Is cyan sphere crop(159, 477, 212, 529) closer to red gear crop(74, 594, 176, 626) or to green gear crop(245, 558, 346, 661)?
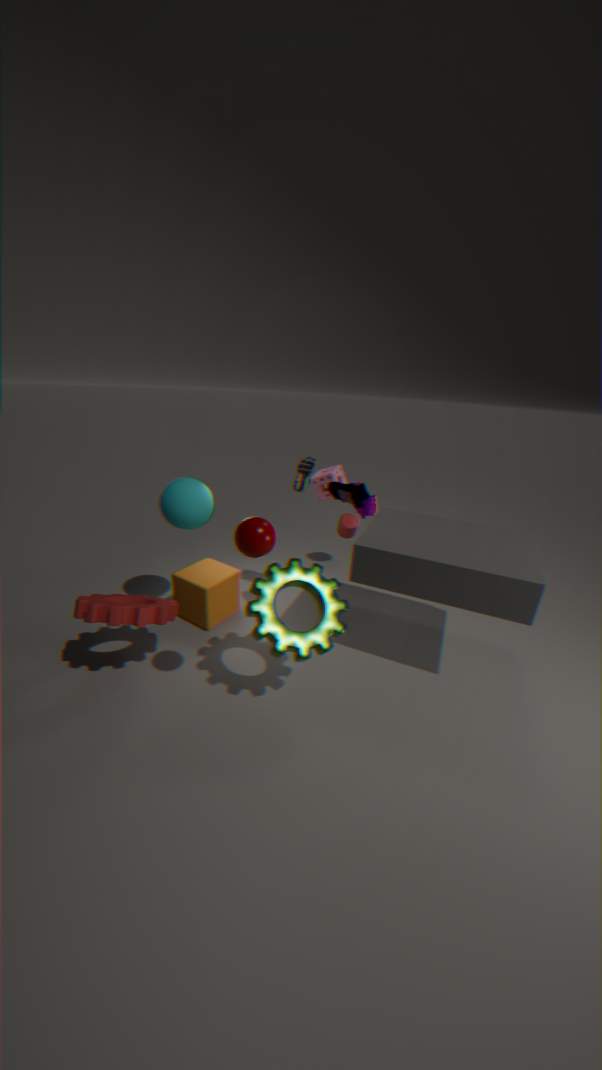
red gear crop(74, 594, 176, 626)
